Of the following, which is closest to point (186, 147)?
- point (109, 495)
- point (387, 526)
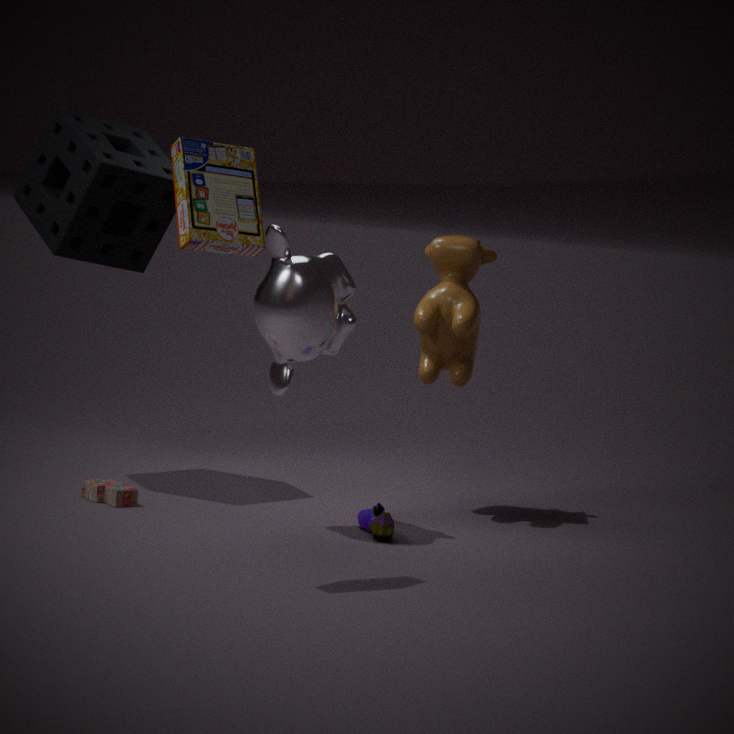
point (387, 526)
